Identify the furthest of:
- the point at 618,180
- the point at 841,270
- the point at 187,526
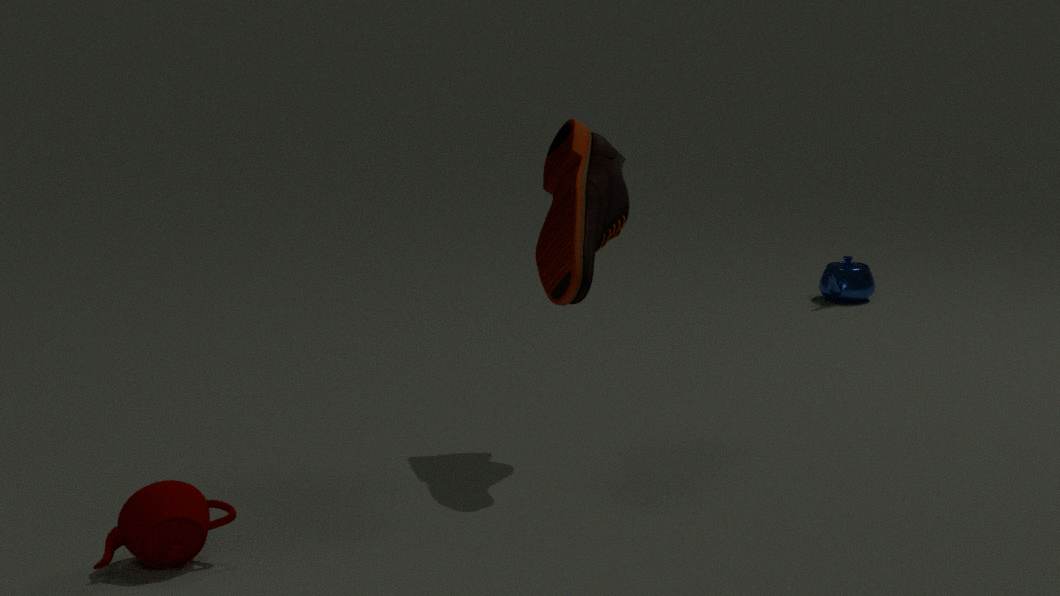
the point at 841,270
